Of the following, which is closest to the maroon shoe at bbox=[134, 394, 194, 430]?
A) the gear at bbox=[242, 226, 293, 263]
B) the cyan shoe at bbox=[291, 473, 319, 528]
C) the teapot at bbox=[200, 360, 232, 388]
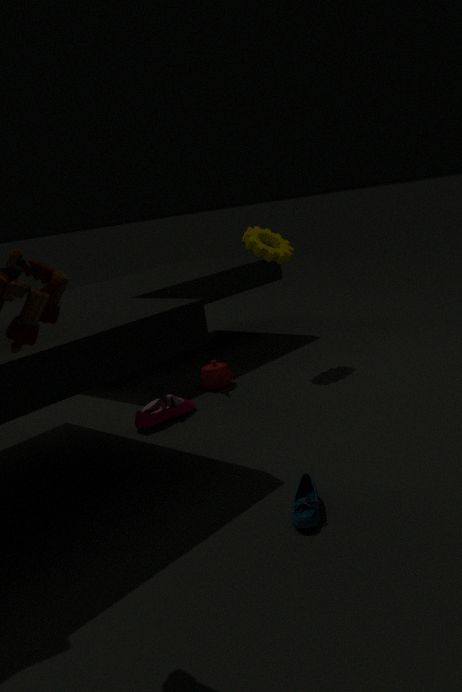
the teapot at bbox=[200, 360, 232, 388]
